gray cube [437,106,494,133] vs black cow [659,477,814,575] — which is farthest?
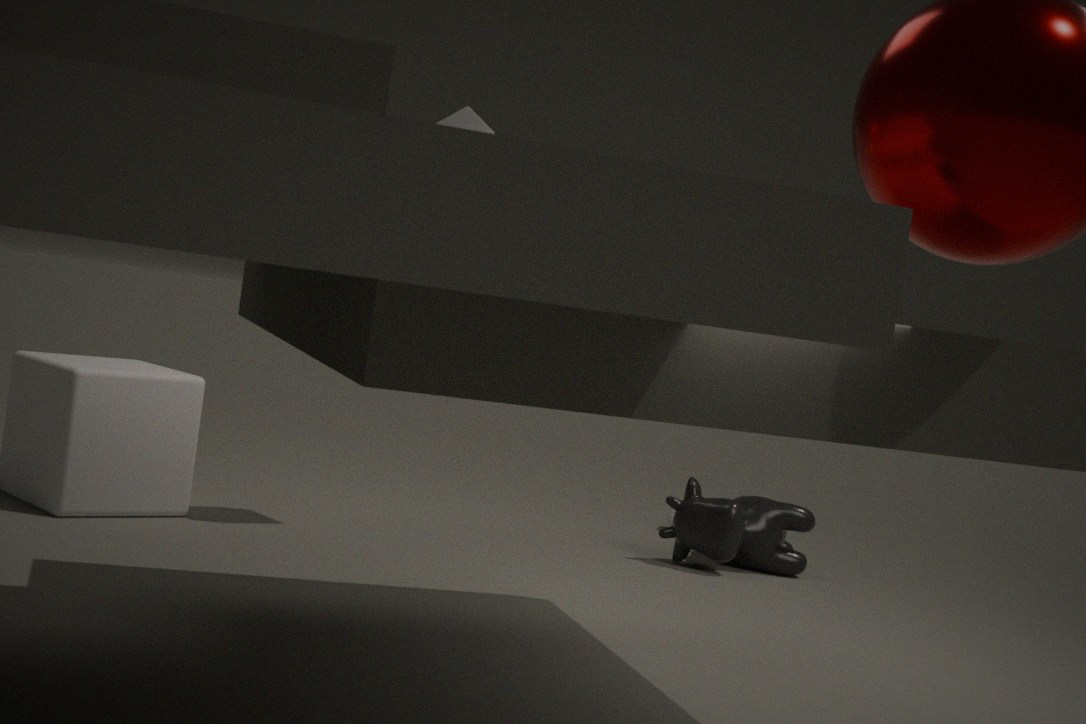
black cow [659,477,814,575]
